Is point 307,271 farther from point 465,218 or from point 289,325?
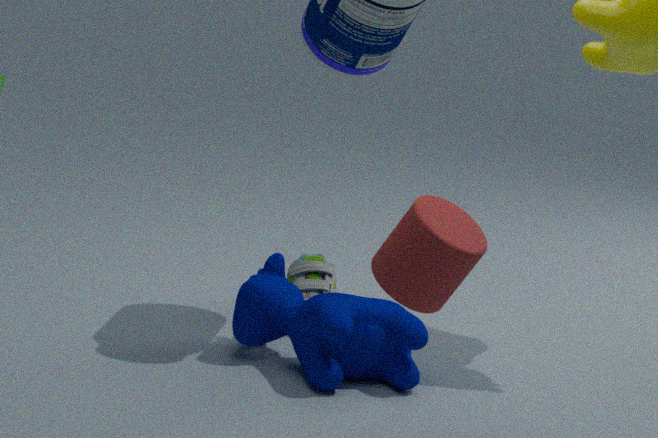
point 465,218
